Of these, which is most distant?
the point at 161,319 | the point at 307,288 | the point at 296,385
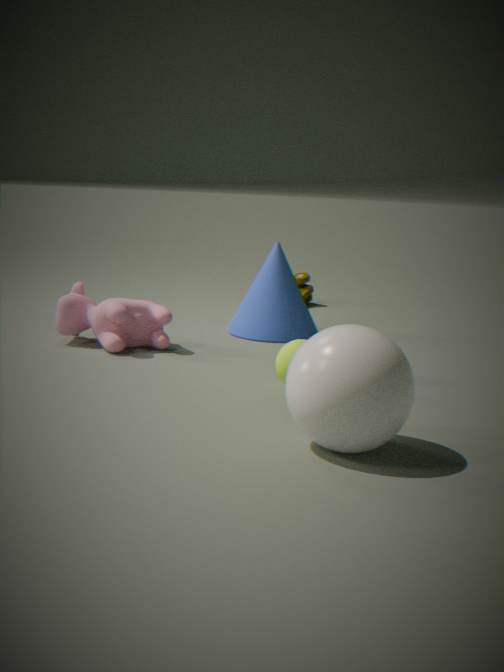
the point at 307,288
